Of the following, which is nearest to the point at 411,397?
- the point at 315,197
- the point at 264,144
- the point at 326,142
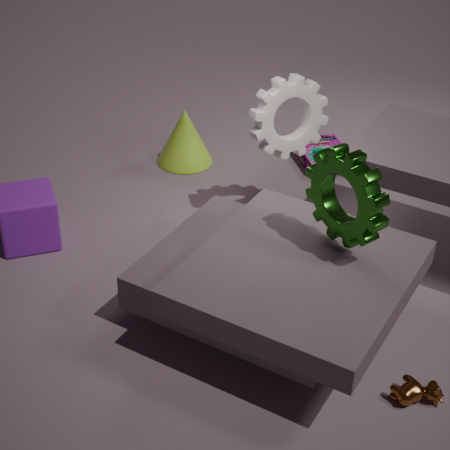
the point at 315,197
